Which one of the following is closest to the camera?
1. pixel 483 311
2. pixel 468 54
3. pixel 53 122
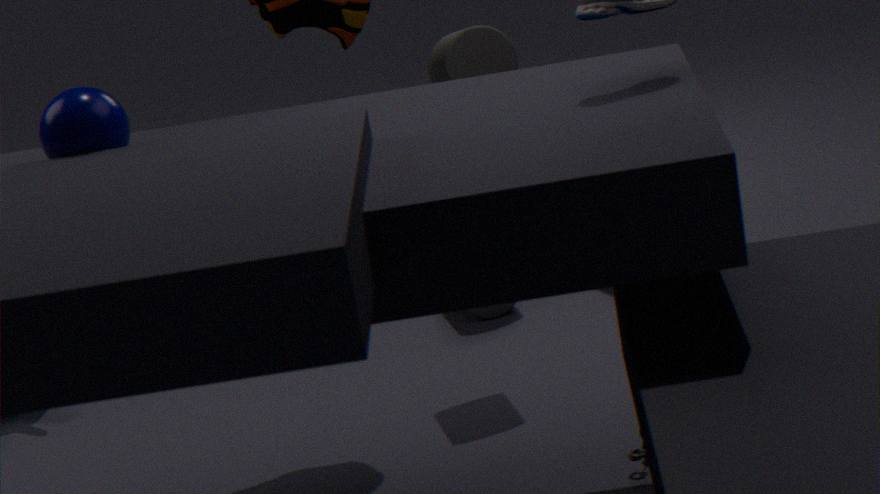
pixel 53 122
